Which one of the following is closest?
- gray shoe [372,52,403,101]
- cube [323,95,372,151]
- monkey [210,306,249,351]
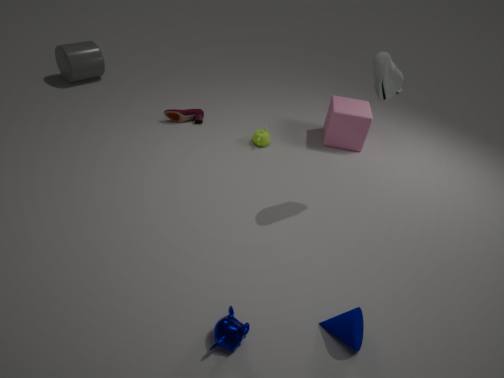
monkey [210,306,249,351]
